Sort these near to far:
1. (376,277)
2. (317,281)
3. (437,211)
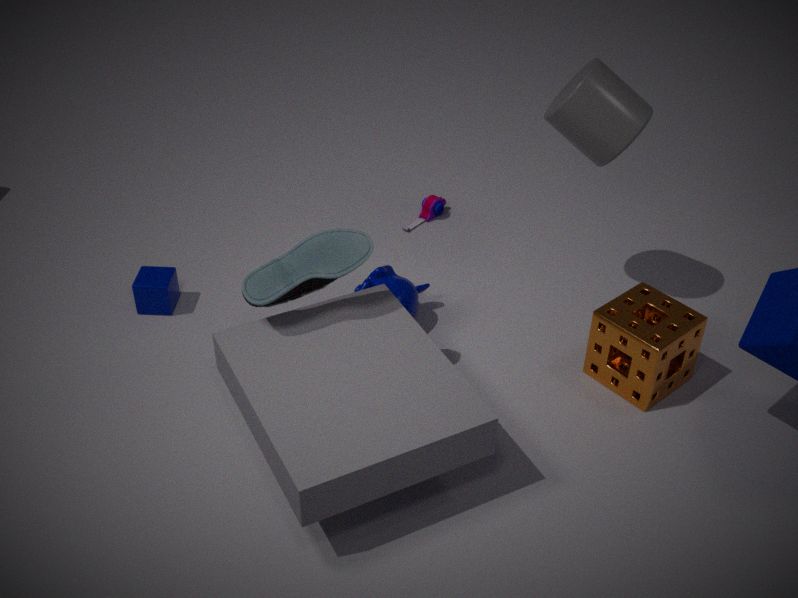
(317,281) < (376,277) < (437,211)
